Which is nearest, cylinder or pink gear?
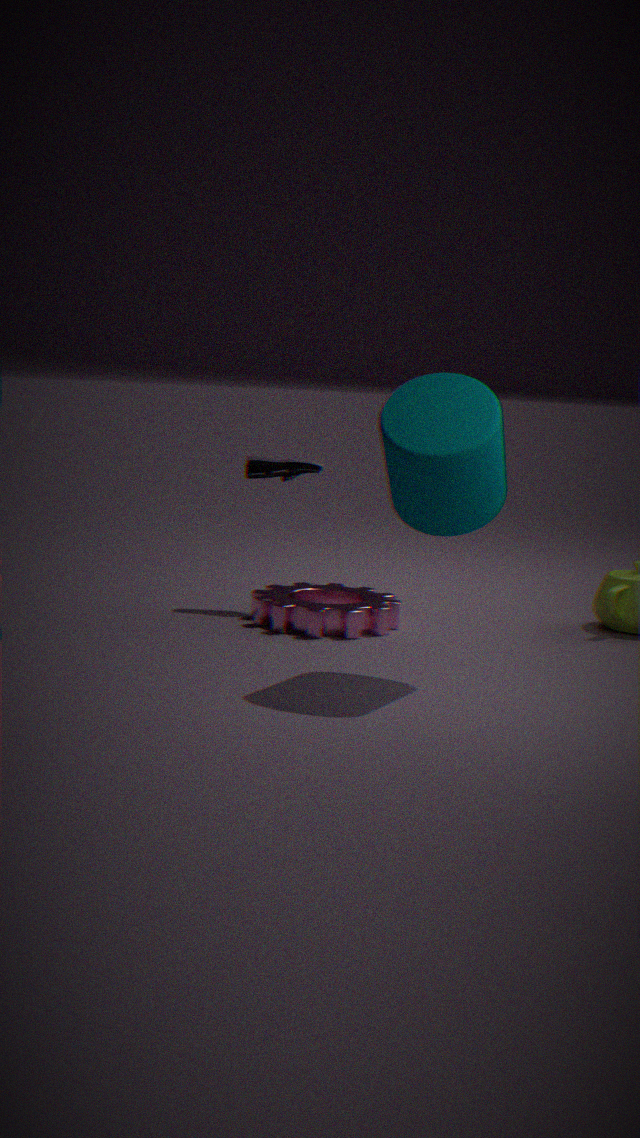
cylinder
